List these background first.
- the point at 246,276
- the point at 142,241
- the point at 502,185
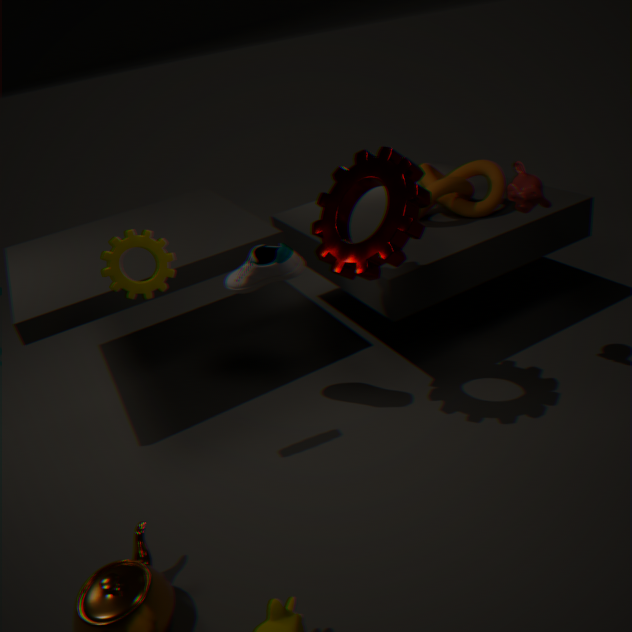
the point at 502,185
the point at 246,276
the point at 142,241
